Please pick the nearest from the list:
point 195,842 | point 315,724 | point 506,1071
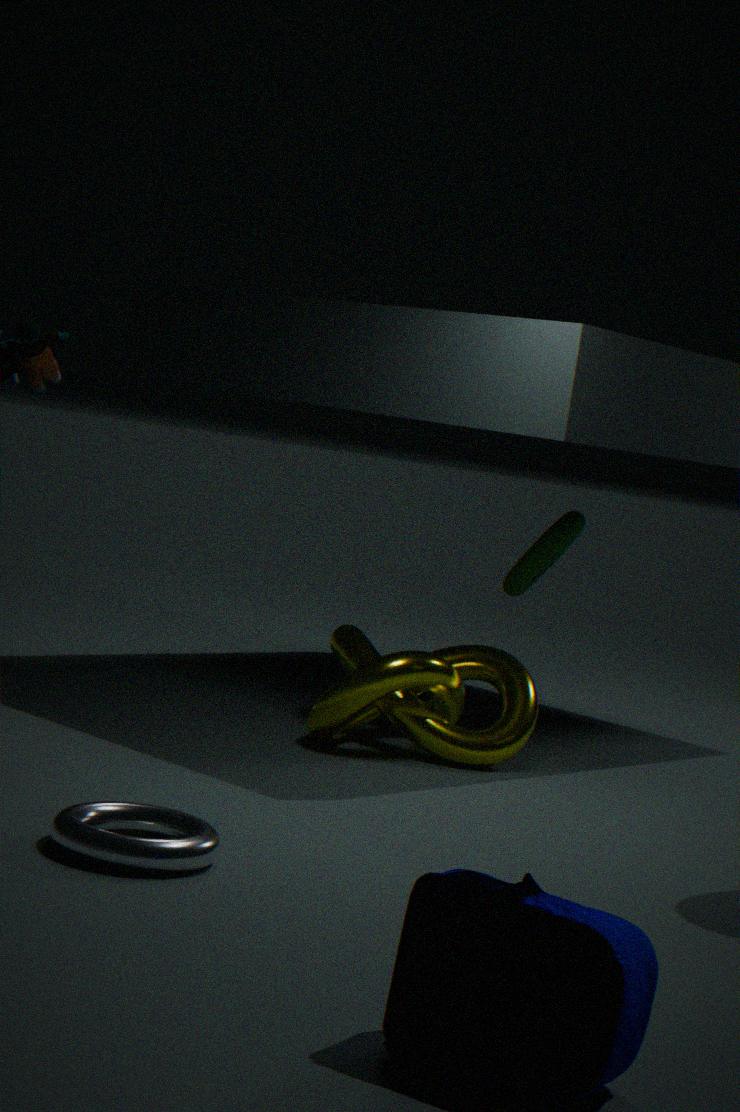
point 506,1071
